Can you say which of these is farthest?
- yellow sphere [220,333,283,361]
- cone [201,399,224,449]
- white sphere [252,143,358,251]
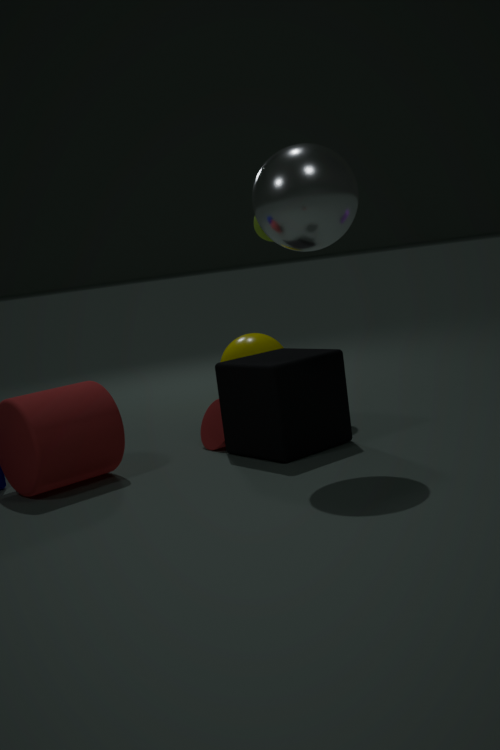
yellow sphere [220,333,283,361]
